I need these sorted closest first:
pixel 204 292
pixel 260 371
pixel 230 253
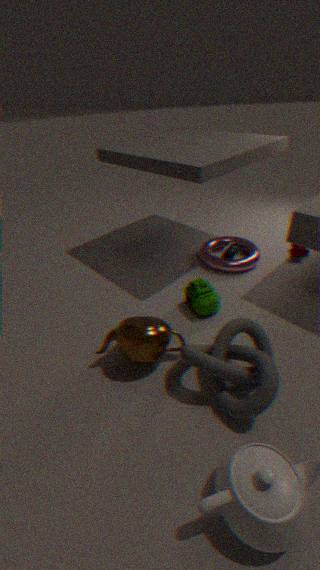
1. pixel 260 371
2. pixel 204 292
3. pixel 230 253
